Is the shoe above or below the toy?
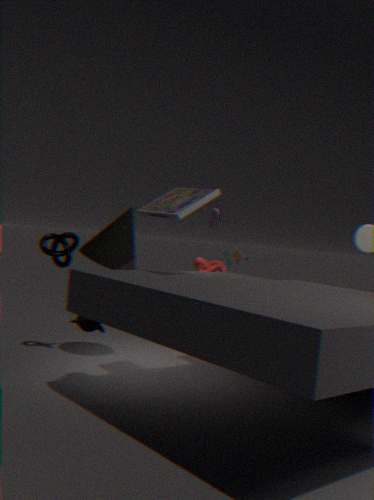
above
